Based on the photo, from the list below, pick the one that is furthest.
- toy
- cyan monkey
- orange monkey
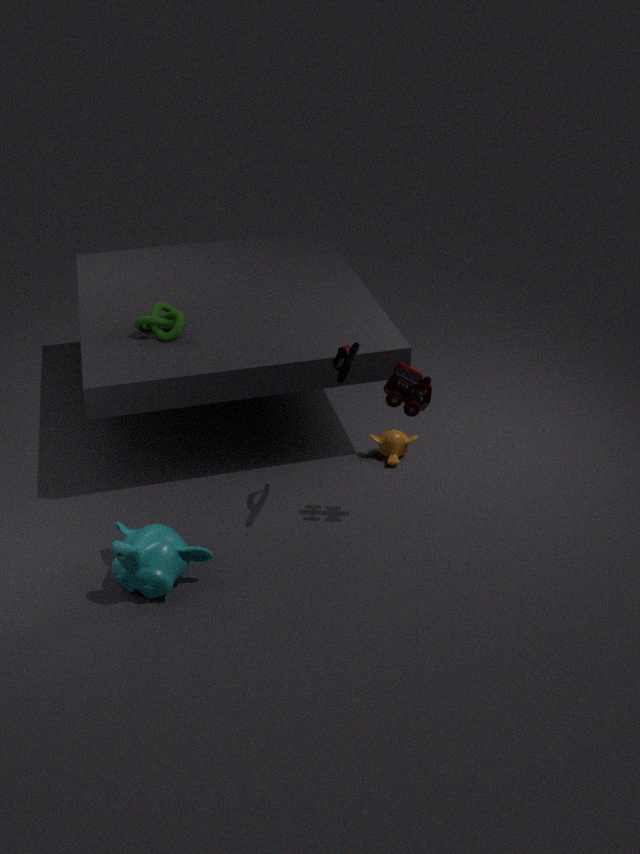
orange monkey
